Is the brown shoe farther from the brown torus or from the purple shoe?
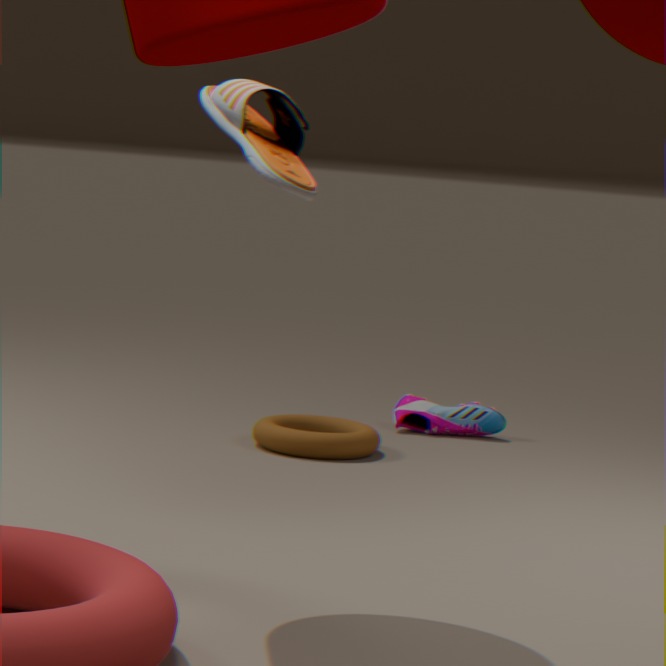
the purple shoe
